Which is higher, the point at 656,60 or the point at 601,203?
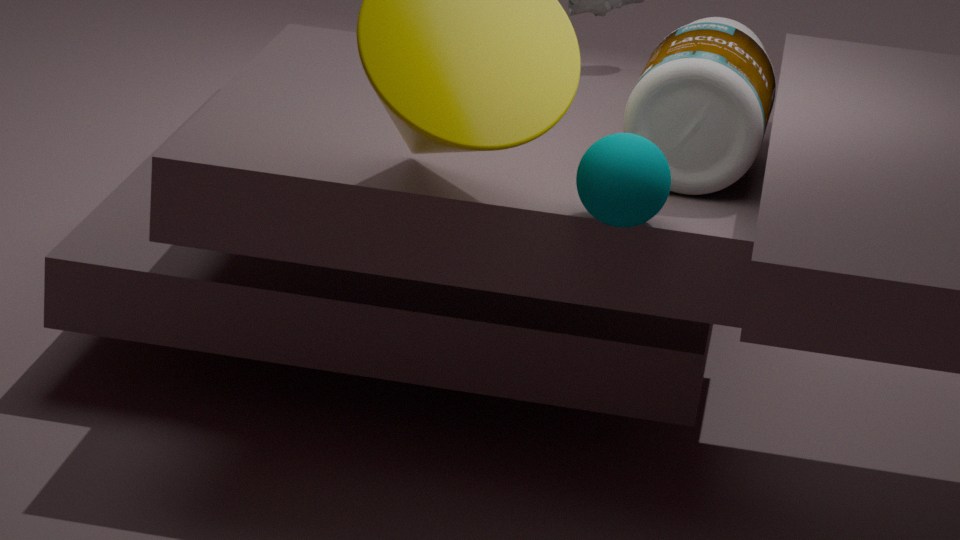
the point at 656,60
